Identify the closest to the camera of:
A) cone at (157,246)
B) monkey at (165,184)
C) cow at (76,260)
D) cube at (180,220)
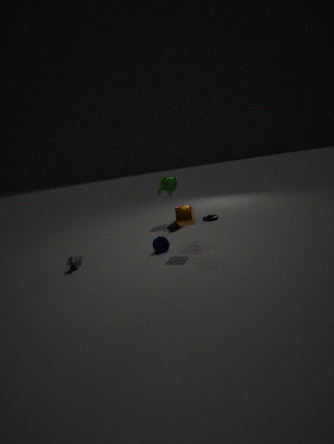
cube at (180,220)
